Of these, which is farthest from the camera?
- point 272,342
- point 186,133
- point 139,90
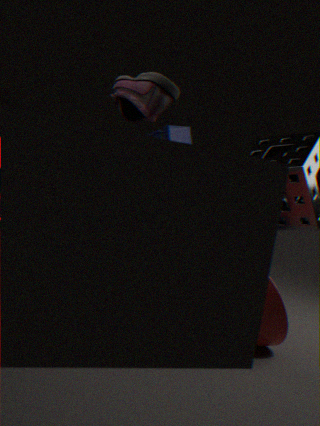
point 186,133
